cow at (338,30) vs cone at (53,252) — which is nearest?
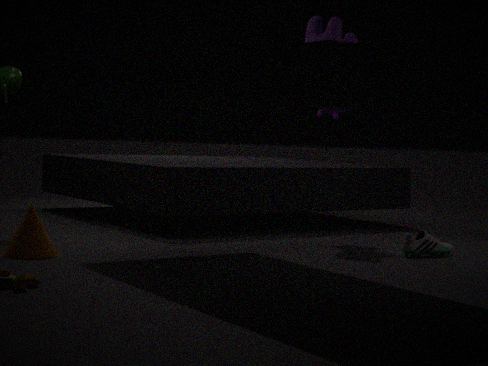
cone at (53,252)
